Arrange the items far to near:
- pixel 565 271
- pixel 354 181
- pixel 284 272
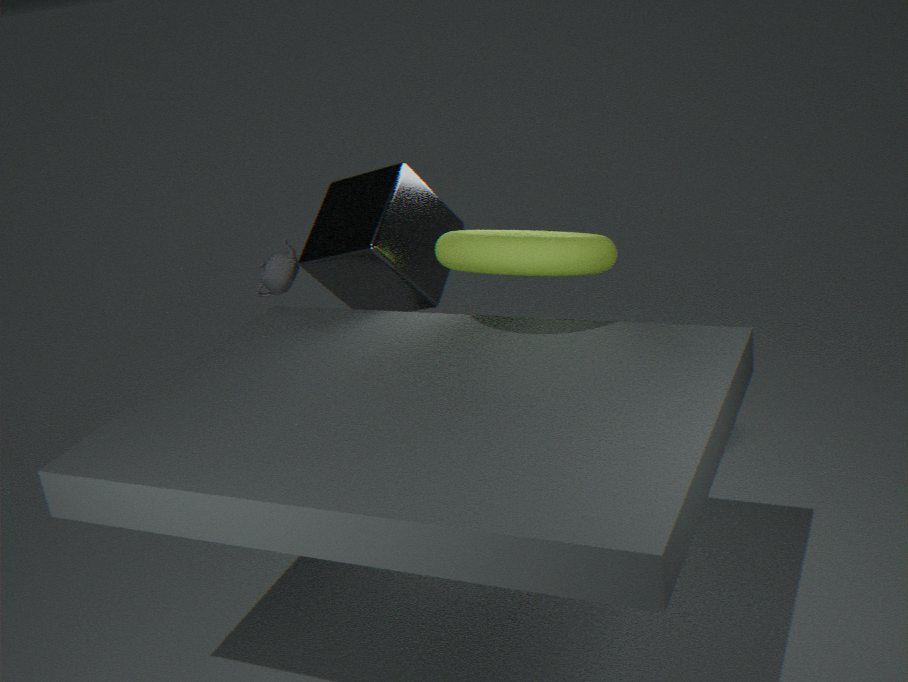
pixel 284 272 → pixel 354 181 → pixel 565 271
